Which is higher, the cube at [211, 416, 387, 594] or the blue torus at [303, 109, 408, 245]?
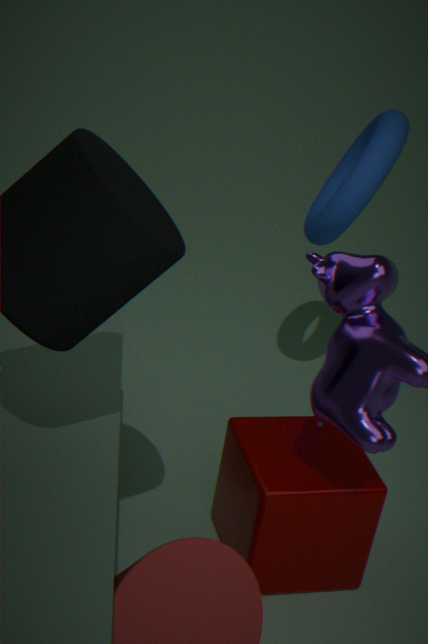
the blue torus at [303, 109, 408, 245]
